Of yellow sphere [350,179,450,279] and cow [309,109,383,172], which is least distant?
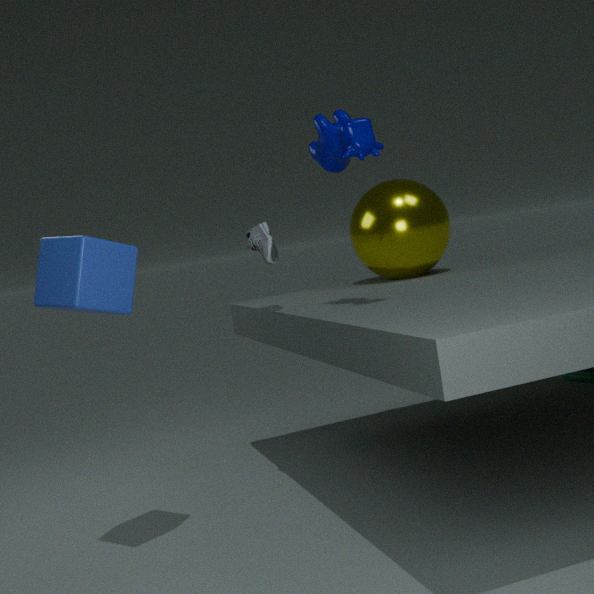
cow [309,109,383,172]
